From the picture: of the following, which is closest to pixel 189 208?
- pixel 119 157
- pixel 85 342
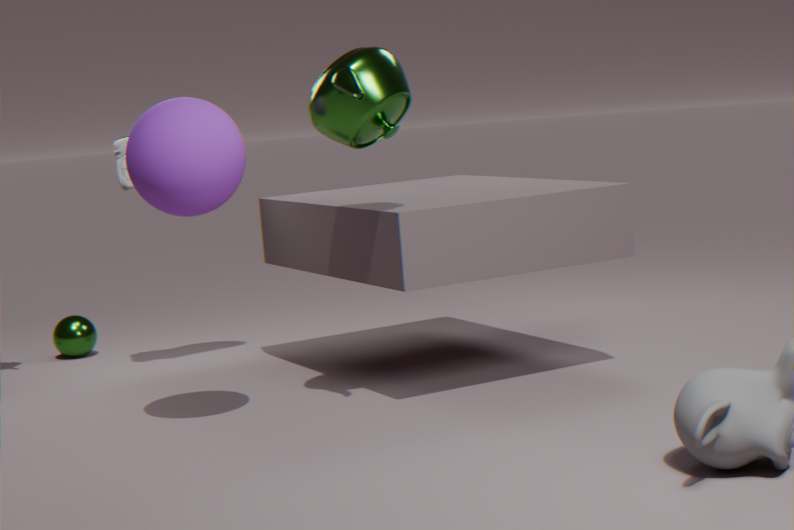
pixel 119 157
